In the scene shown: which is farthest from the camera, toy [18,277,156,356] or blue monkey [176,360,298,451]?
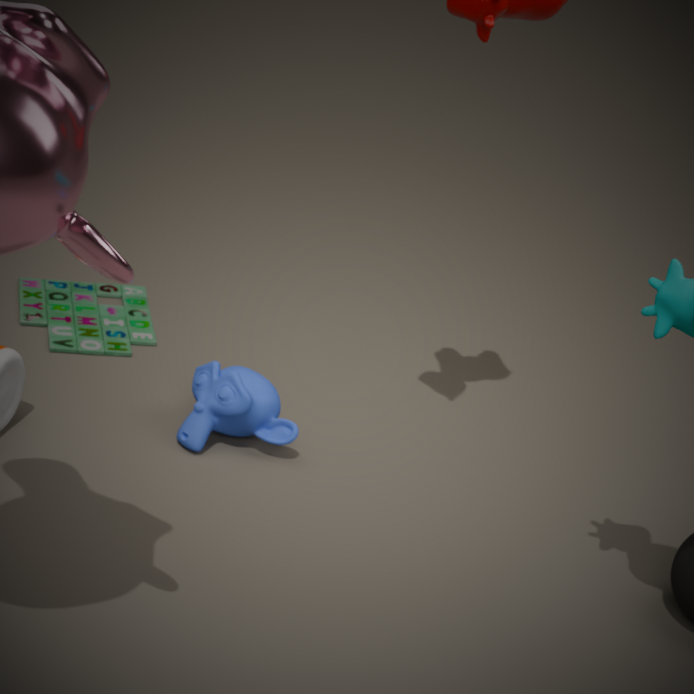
toy [18,277,156,356]
